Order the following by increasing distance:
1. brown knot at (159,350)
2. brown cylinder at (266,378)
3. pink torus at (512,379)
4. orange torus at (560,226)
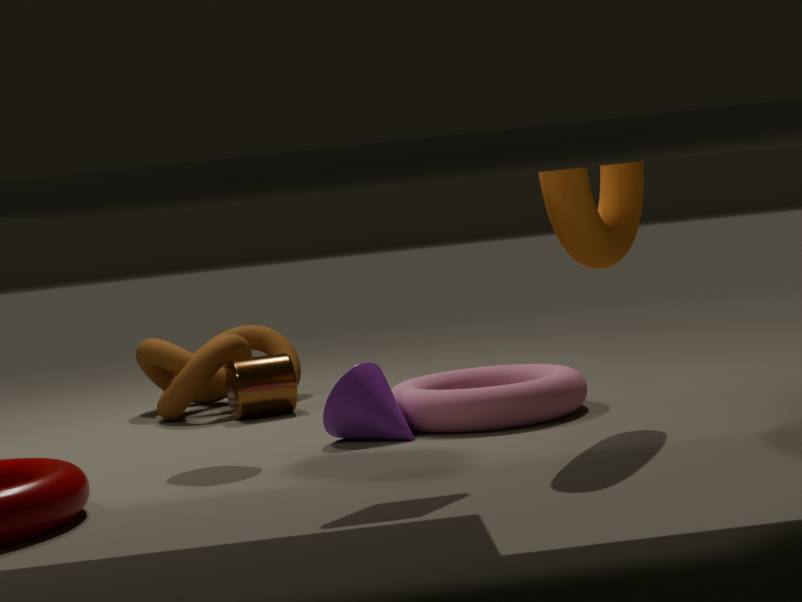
orange torus at (560,226)
pink torus at (512,379)
brown cylinder at (266,378)
brown knot at (159,350)
